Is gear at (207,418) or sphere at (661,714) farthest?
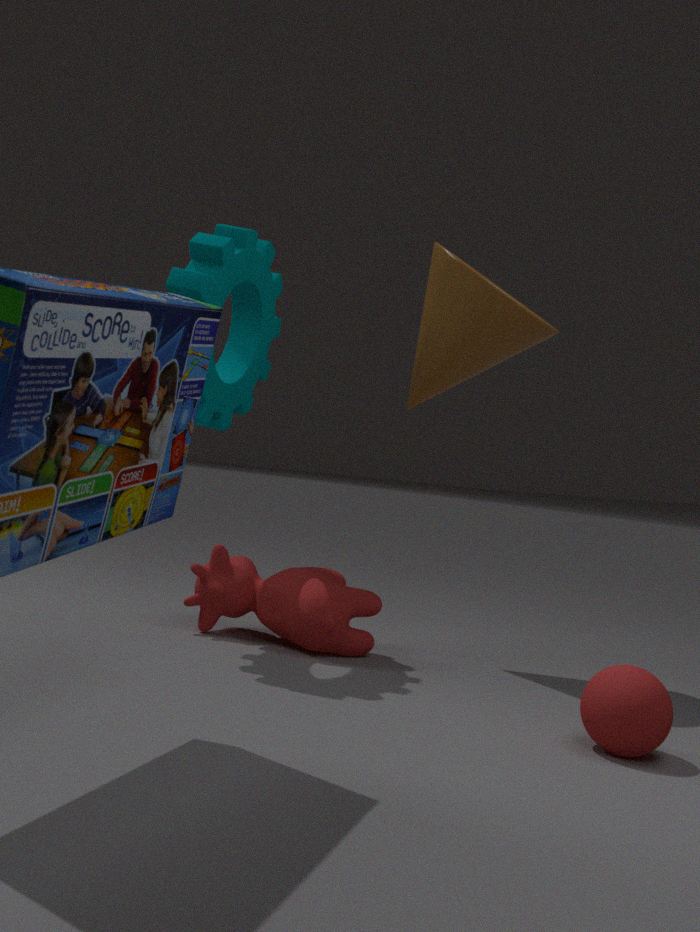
gear at (207,418)
